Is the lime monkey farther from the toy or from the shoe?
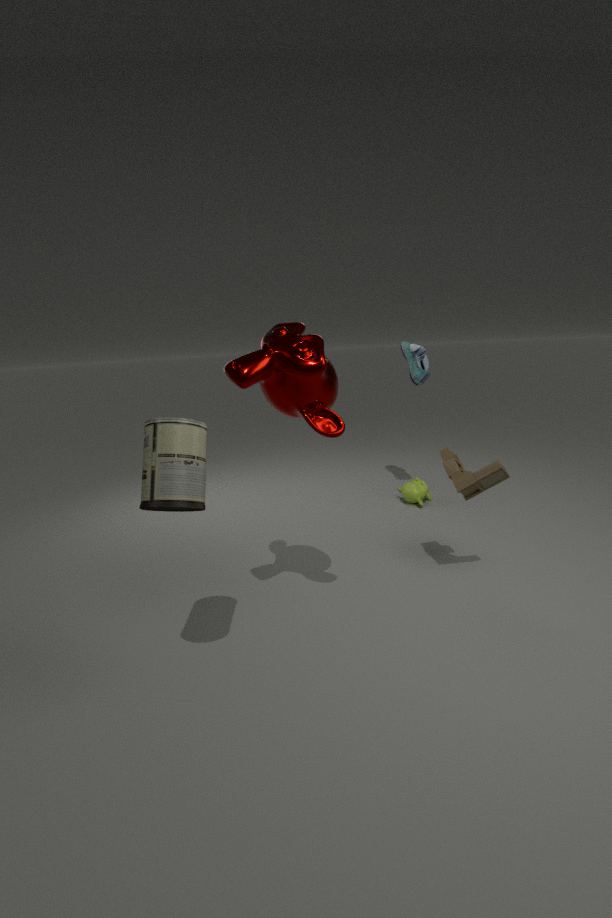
the toy
